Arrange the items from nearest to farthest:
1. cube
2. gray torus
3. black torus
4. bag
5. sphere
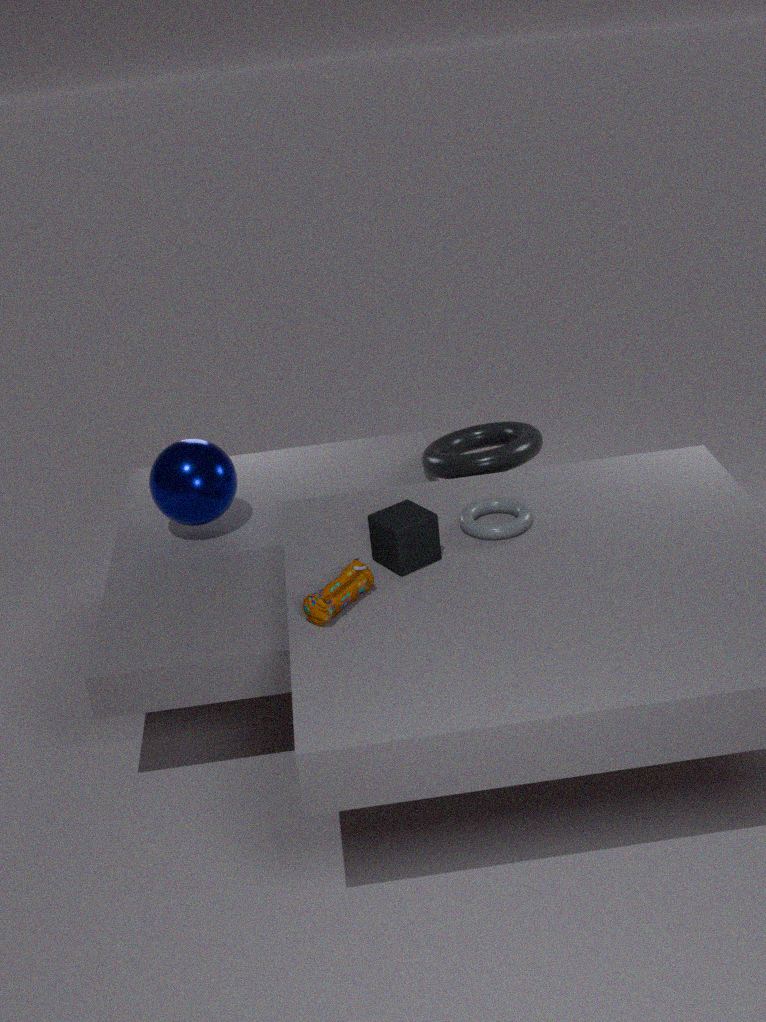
bag < cube < gray torus < sphere < black torus
